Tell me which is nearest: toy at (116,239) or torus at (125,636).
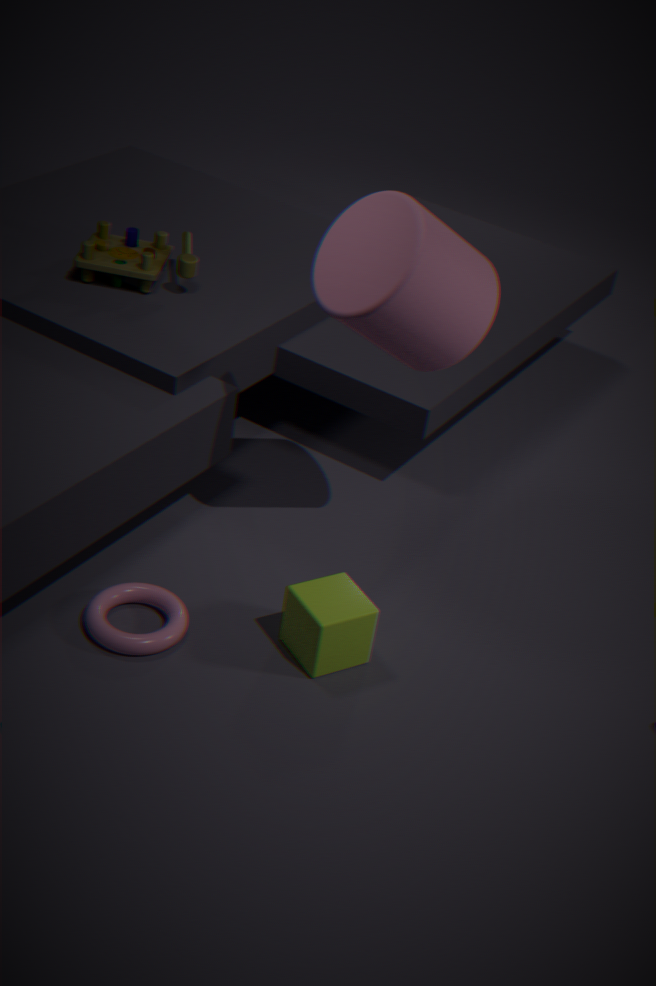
torus at (125,636)
